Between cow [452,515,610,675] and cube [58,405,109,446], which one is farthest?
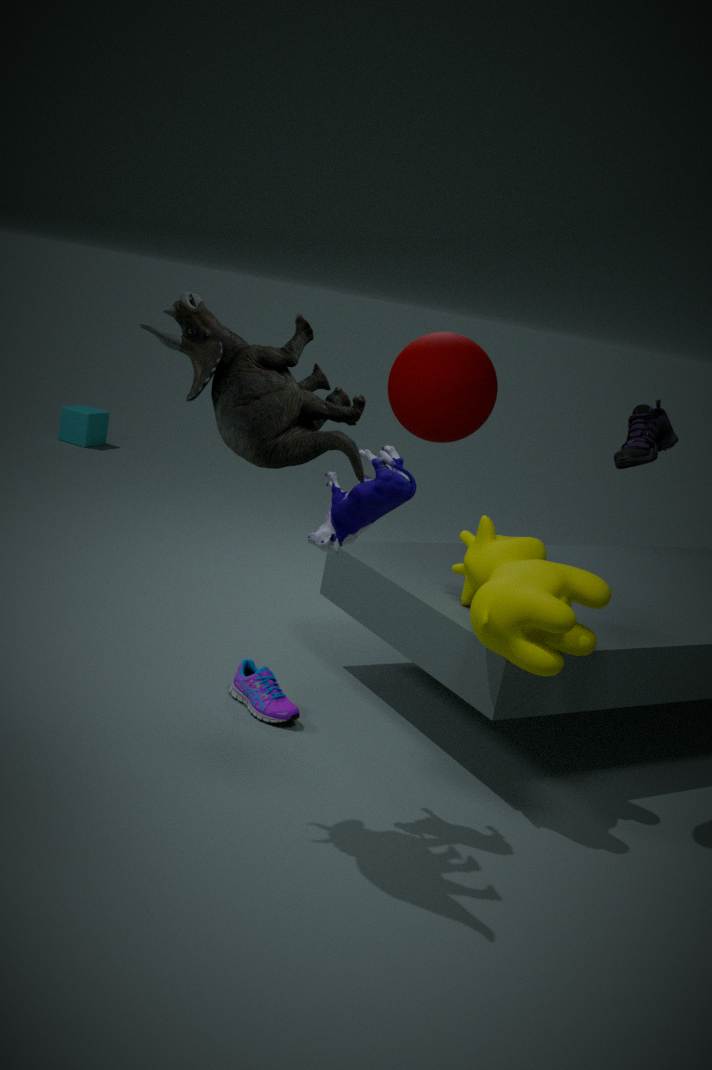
cube [58,405,109,446]
